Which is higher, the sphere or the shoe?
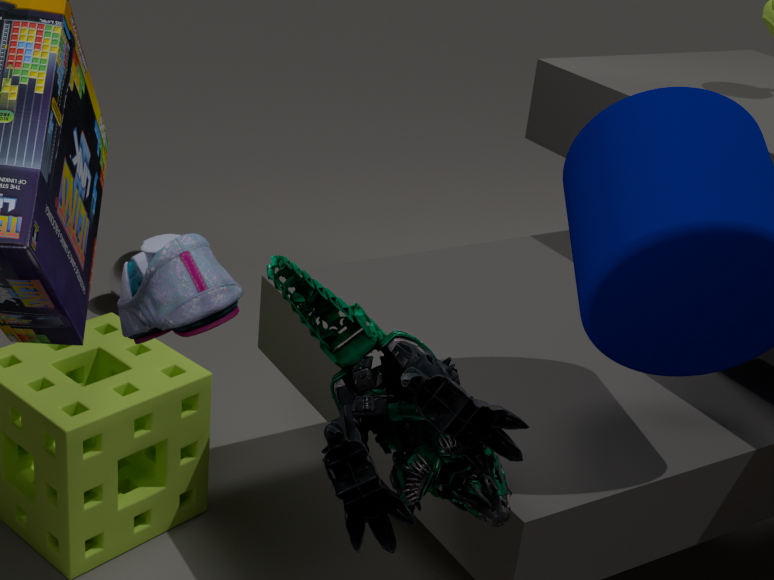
the shoe
